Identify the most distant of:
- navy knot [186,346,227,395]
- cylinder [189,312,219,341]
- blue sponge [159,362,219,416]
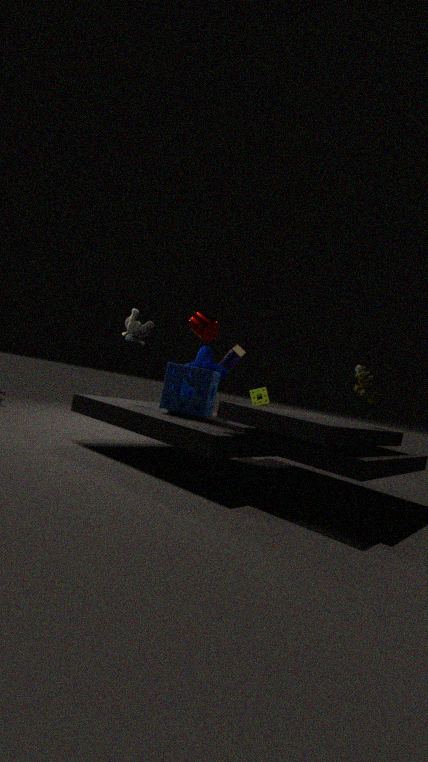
navy knot [186,346,227,395]
